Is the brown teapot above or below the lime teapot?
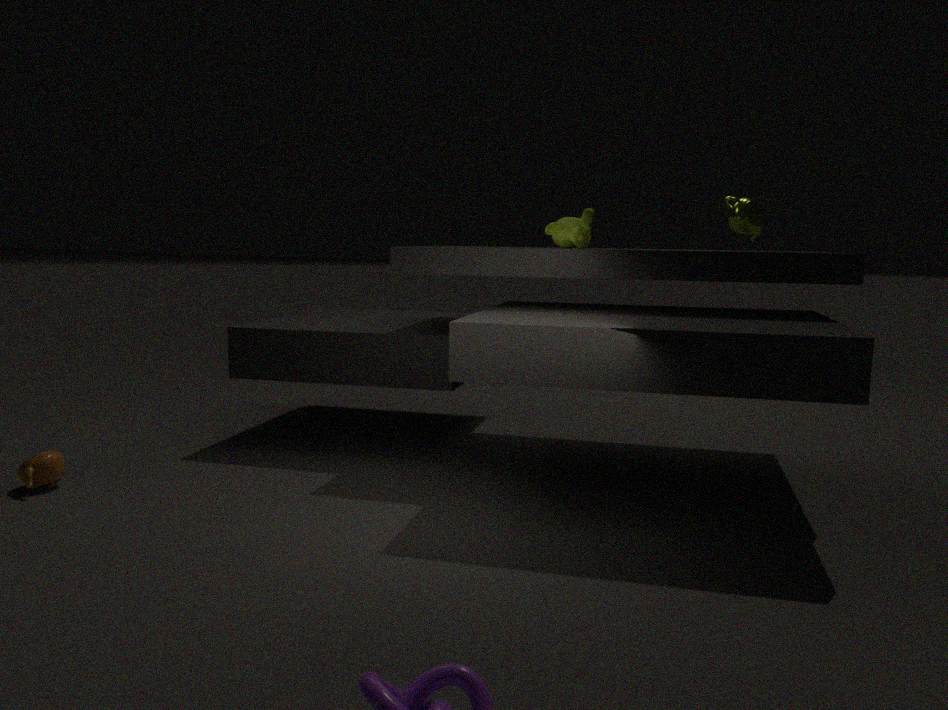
below
